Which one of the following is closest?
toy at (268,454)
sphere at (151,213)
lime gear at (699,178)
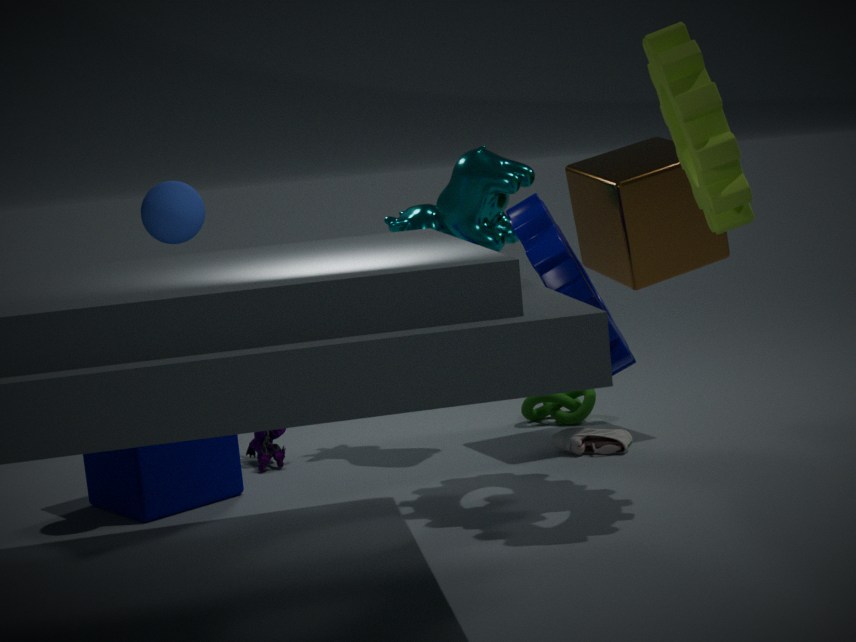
lime gear at (699,178)
